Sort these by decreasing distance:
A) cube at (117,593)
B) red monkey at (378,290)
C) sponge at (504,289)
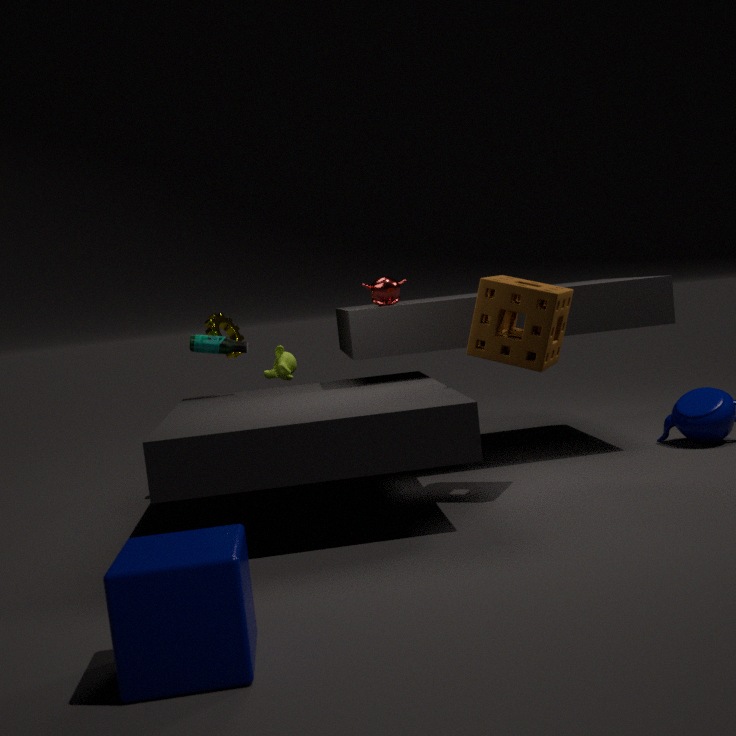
red monkey at (378,290), sponge at (504,289), cube at (117,593)
